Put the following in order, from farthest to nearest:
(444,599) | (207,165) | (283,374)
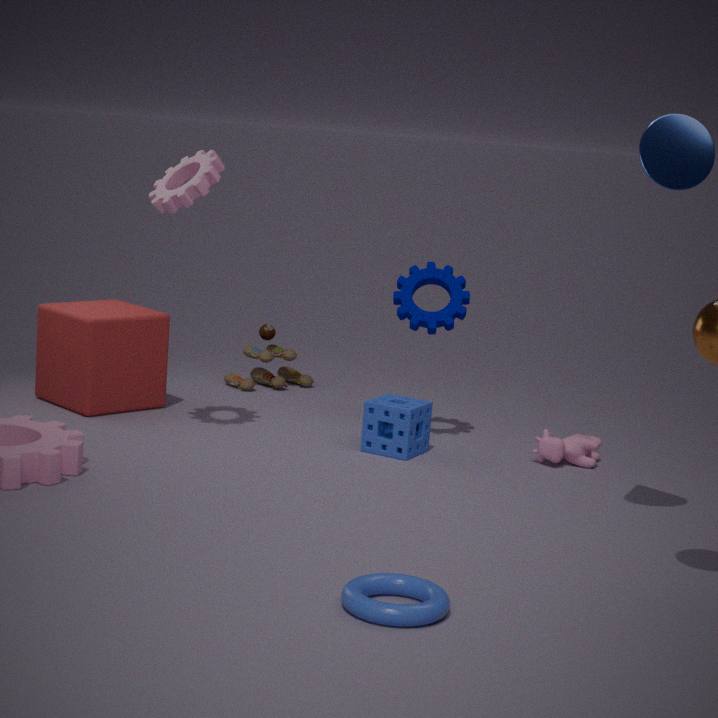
1. (283,374)
2. (207,165)
3. (444,599)
